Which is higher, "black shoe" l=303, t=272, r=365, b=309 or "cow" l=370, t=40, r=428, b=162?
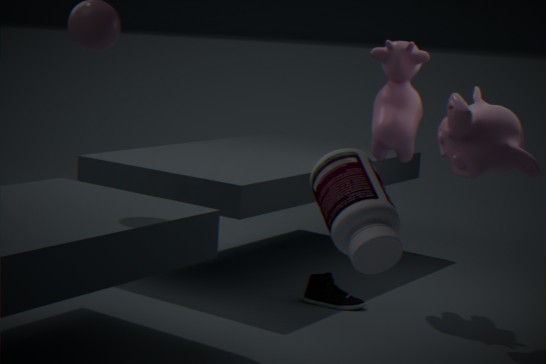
"cow" l=370, t=40, r=428, b=162
